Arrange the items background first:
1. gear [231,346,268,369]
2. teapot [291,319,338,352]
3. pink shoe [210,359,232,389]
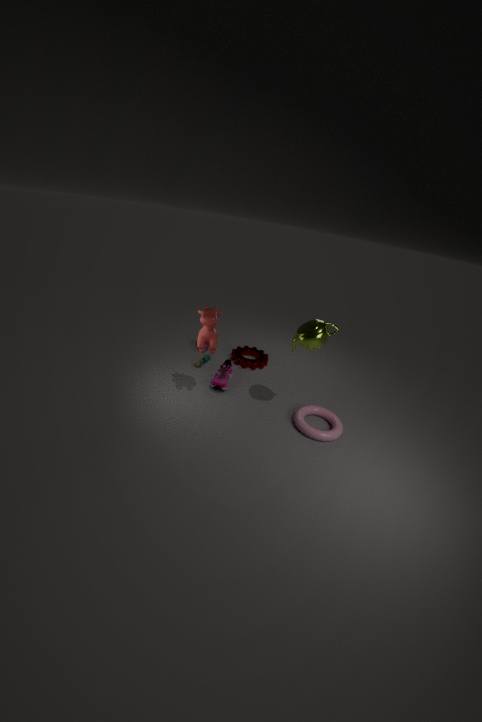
gear [231,346,268,369], pink shoe [210,359,232,389], teapot [291,319,338,352]
